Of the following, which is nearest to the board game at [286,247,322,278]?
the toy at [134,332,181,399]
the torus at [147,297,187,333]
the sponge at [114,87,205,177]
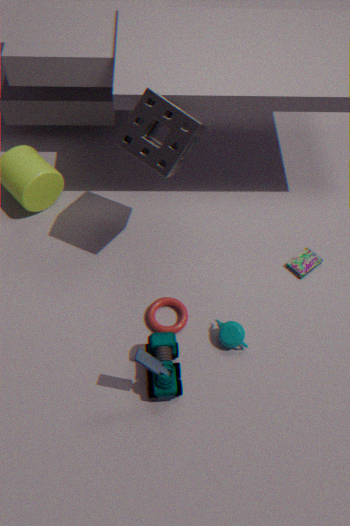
the torus at [147,297,187,333]
